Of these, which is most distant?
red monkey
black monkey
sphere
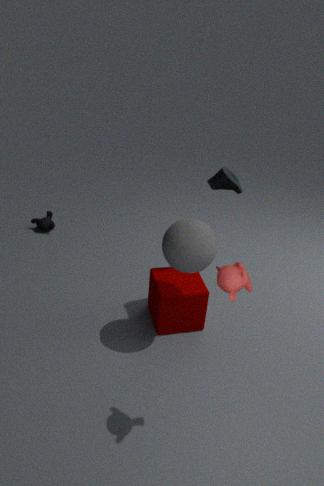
black monkey
